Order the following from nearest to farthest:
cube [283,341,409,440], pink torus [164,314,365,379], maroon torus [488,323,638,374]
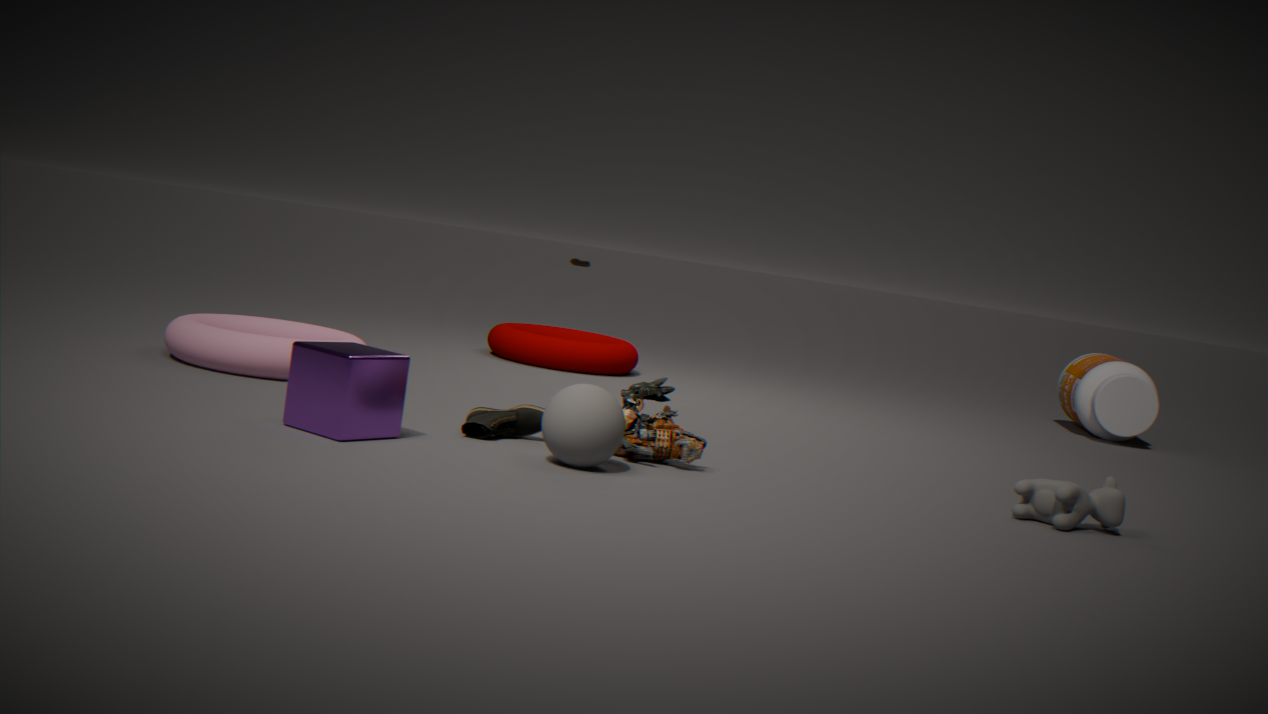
cube [283,341,409,440], pink torus [164,314,365,379], maroon torus [488,323,638,374]
